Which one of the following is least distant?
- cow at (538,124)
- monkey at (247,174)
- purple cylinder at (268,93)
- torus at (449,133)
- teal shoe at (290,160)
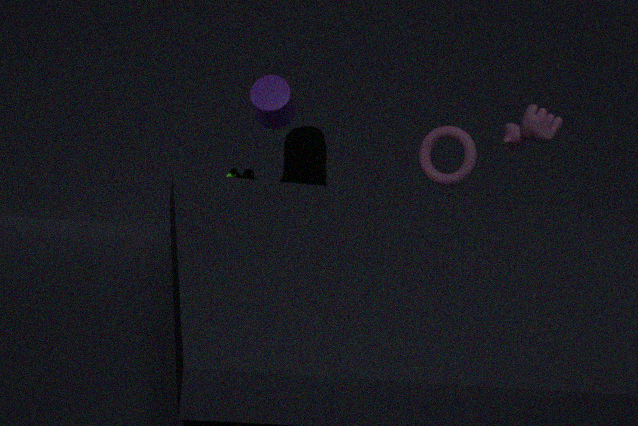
teal shoe at (290,160)
